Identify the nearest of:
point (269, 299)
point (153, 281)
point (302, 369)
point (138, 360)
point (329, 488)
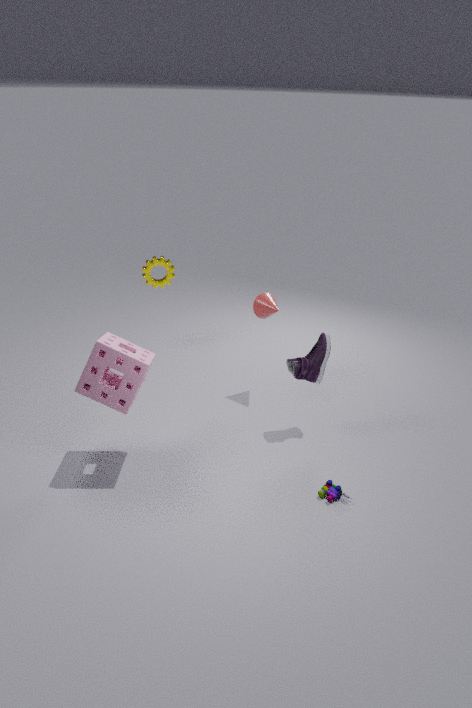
point (138, 360)
